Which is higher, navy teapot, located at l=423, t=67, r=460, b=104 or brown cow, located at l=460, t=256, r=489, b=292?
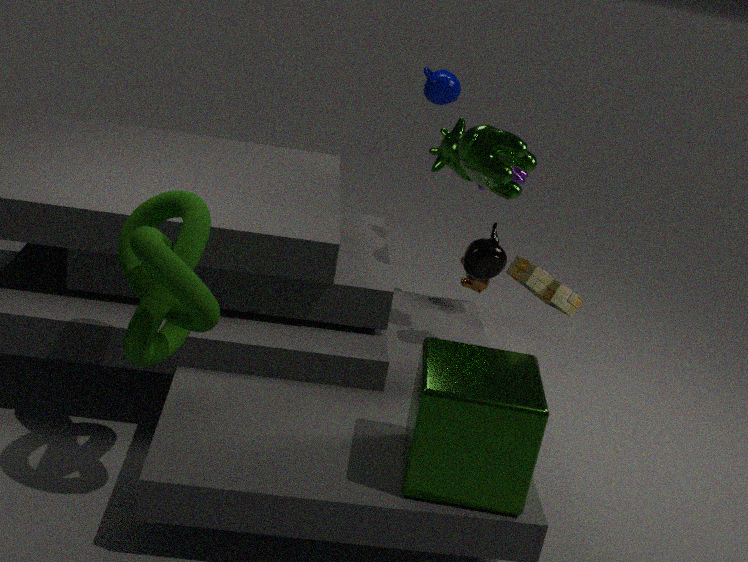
navy teapot, located at l=423, t=67, r=460, b=104
